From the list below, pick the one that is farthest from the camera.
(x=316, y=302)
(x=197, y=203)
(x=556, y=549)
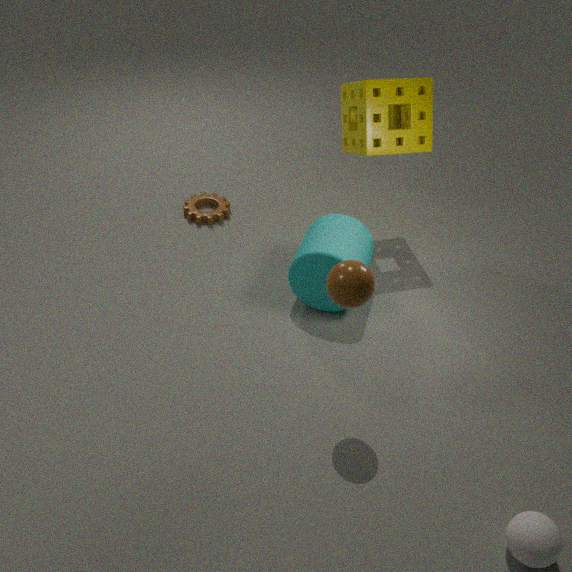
(x=197, y=203)
